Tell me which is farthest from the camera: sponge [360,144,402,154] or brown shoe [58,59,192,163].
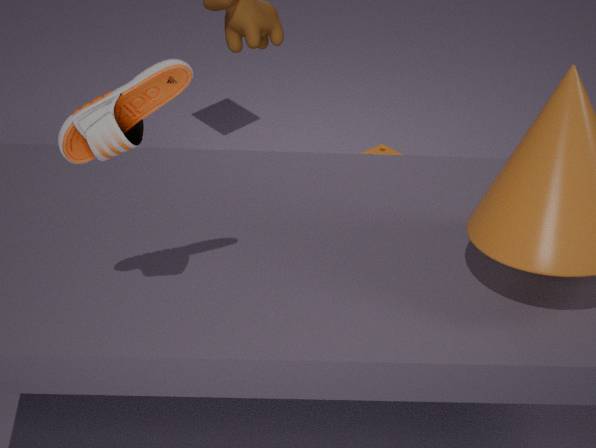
sponge [360,144,402,154]
